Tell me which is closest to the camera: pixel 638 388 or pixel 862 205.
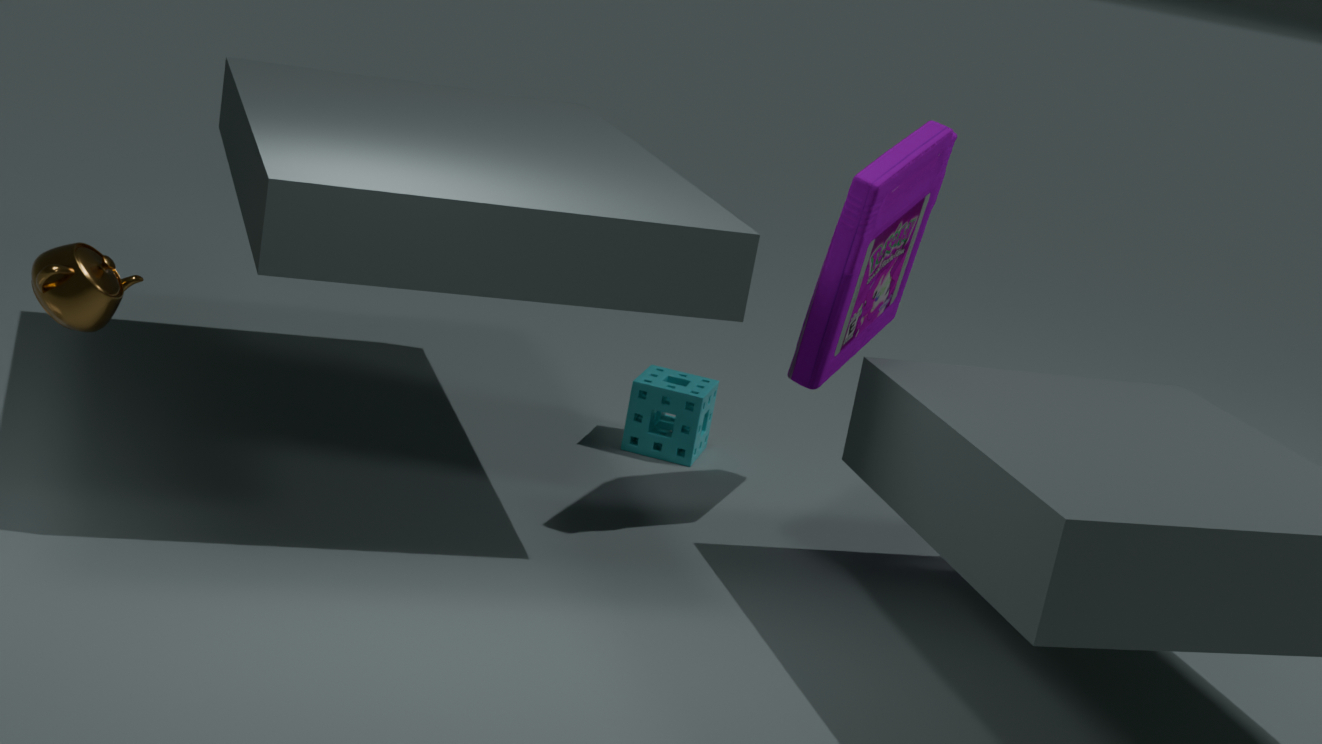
pixel 862 205
